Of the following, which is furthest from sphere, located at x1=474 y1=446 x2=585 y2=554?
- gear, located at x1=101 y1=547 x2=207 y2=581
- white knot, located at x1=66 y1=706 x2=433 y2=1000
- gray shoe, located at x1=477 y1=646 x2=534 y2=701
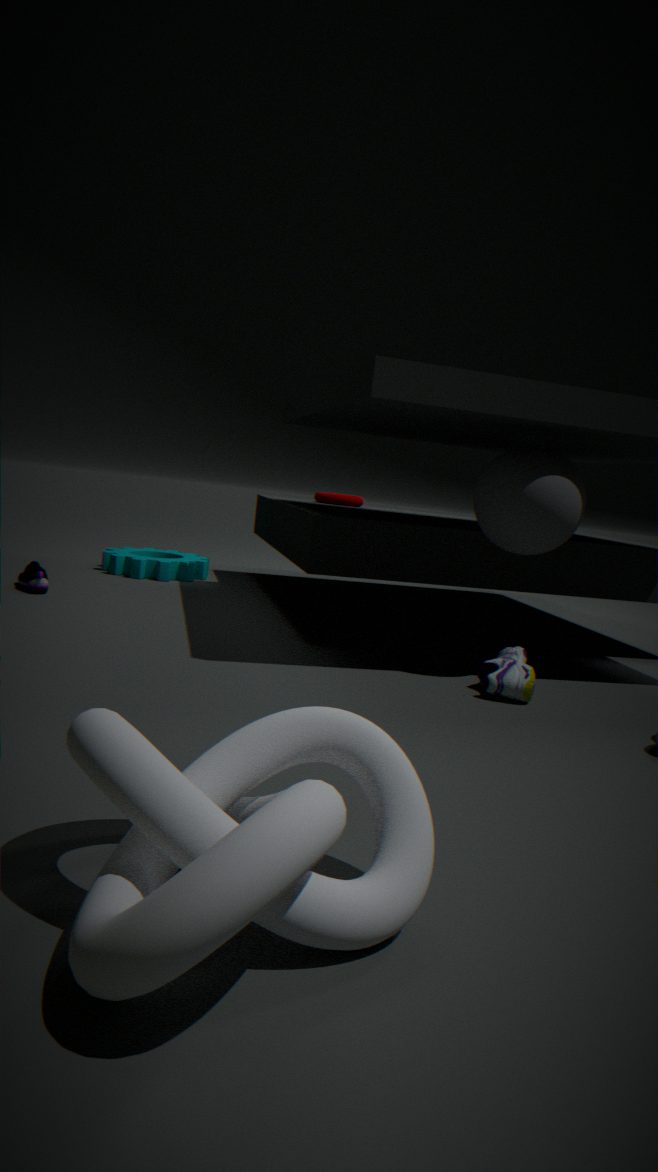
gear, located at x1=101 y1=547 x2=207 y2=581
